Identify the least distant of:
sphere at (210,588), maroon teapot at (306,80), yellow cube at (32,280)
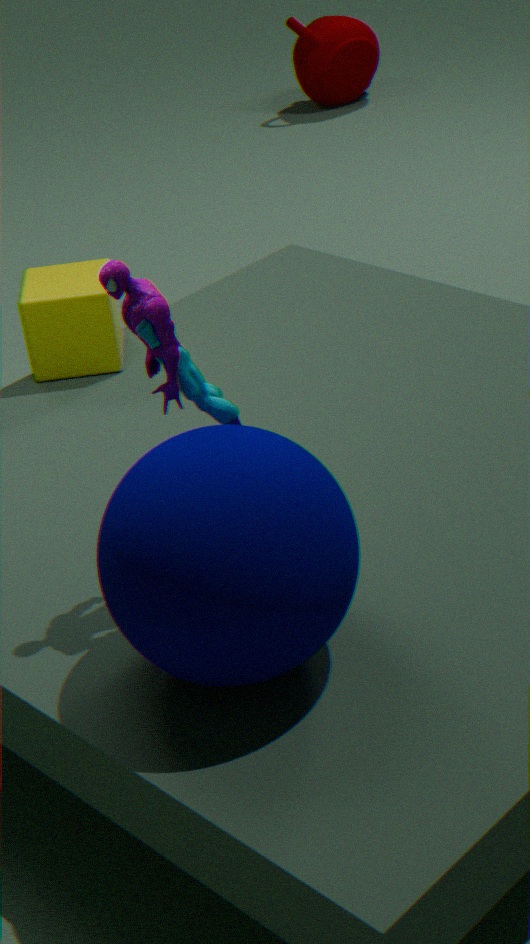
sphere at (210,588)
